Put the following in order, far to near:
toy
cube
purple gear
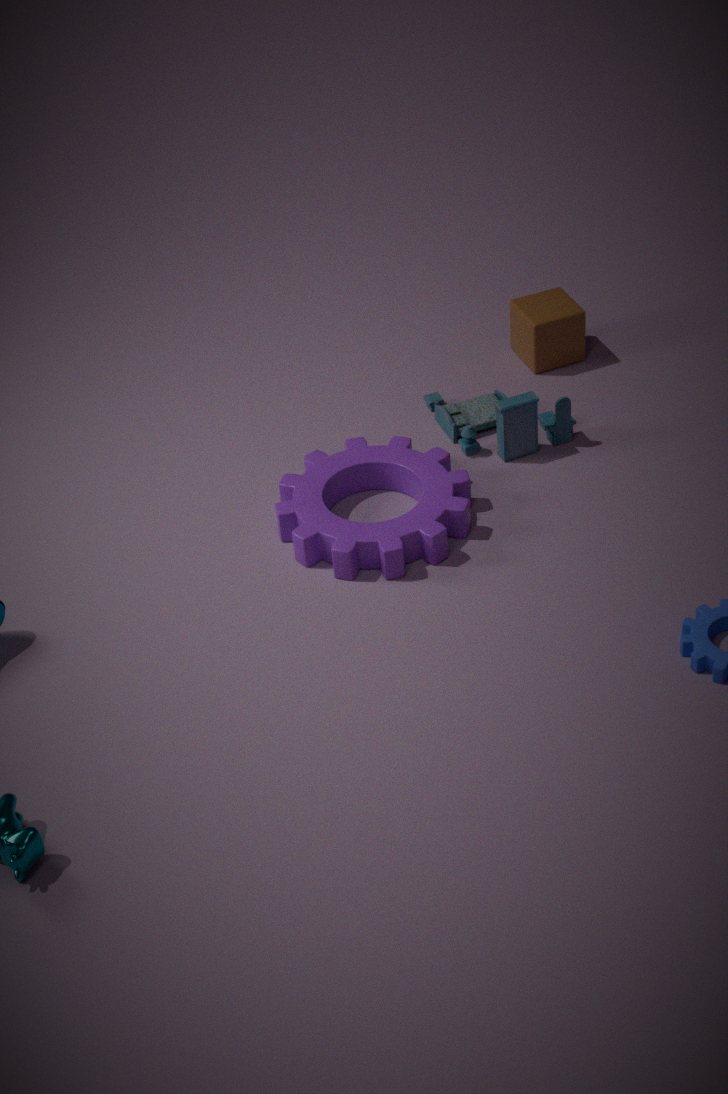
cube → toy → purple gear
